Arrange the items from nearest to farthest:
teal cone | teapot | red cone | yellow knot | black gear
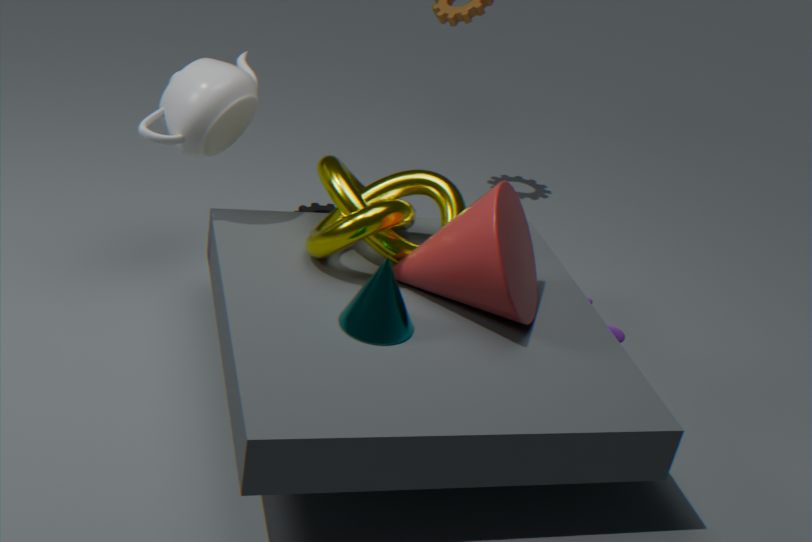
teal cone < red cone < yellow knot < teapot < black gear
